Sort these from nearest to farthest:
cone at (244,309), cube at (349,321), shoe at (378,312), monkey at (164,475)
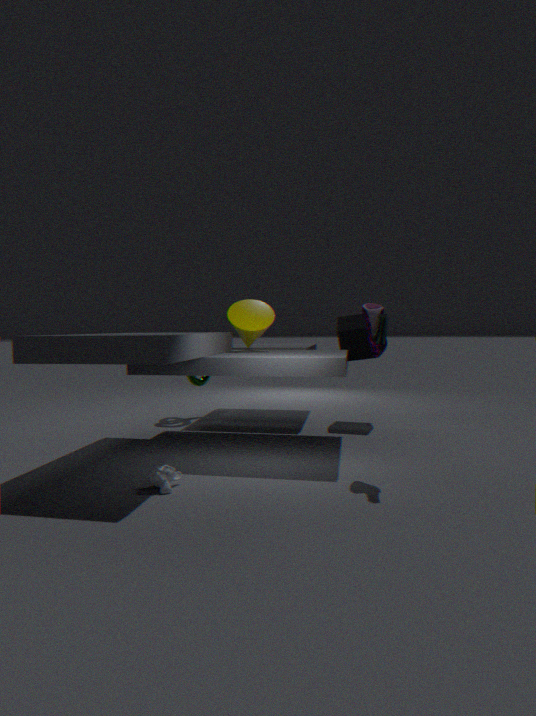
monkey at (164,475) < shoe at (378,312) < cone at (244,309) < cube at (349,321)
